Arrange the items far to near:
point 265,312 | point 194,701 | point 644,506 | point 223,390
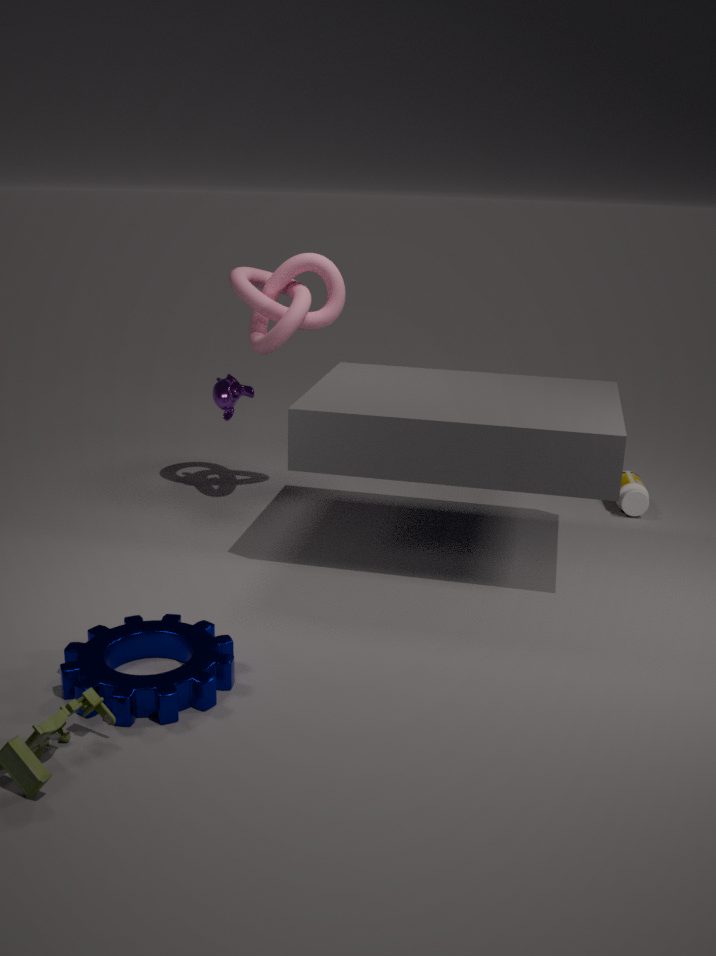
1. point 223,390
2. point 644,506
3. point 265,312
4. point 194,701
